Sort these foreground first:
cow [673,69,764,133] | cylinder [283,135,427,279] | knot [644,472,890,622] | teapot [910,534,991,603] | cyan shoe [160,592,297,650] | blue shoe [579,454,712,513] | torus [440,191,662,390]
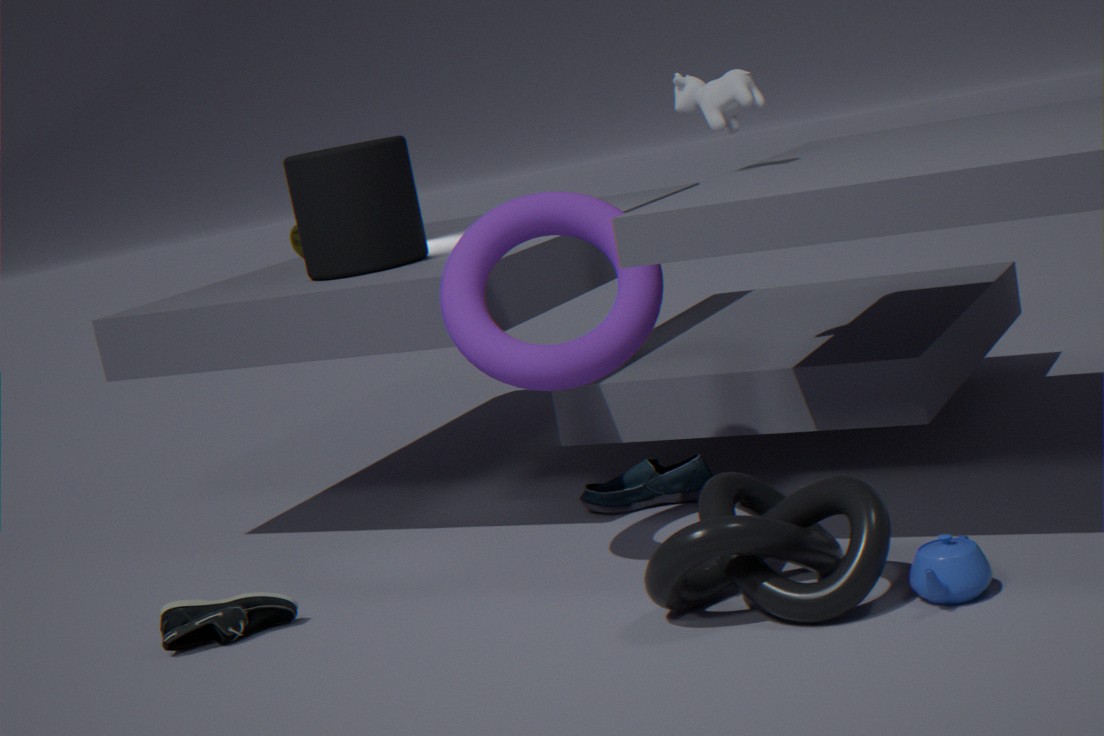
teapot [910,534,991,603] → knot [644,472,890,622] → torus [440,191,662,390] → cyan shoe [160,592,297,650] → cow [673,69,764,133] → blue shoe [579,454,712,513] → cylinder [283,135,427,279]
